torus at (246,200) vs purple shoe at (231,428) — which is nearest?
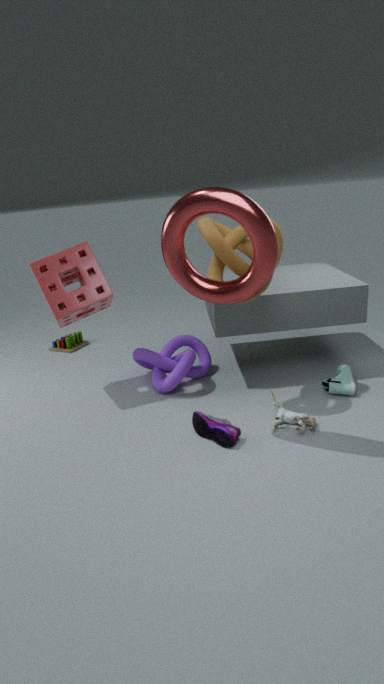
torus at (246,200)
